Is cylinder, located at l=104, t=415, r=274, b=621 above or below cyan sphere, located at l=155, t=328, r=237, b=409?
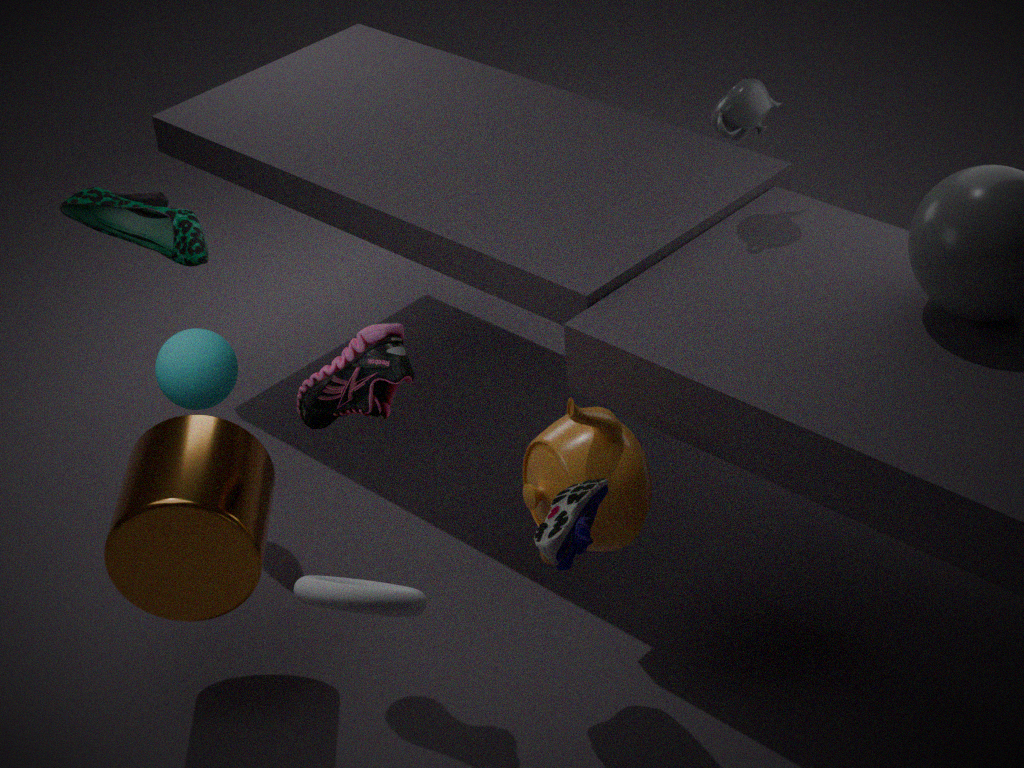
below
